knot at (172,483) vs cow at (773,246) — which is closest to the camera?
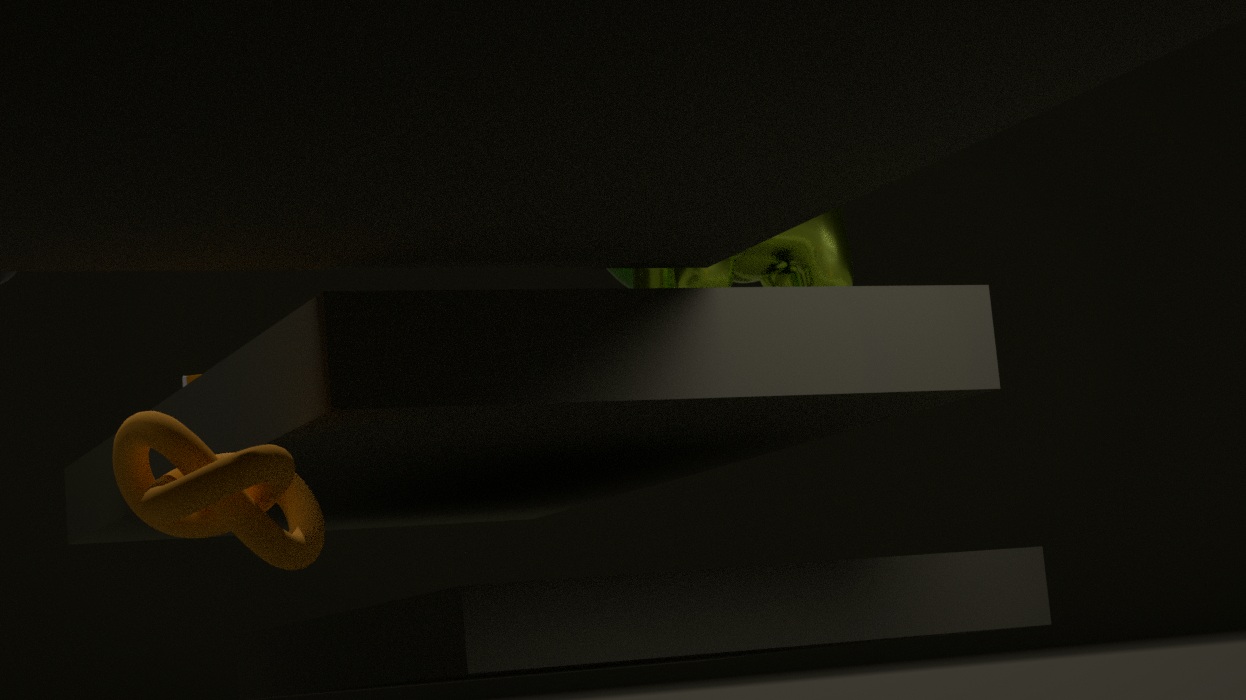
knot at (172,483)
